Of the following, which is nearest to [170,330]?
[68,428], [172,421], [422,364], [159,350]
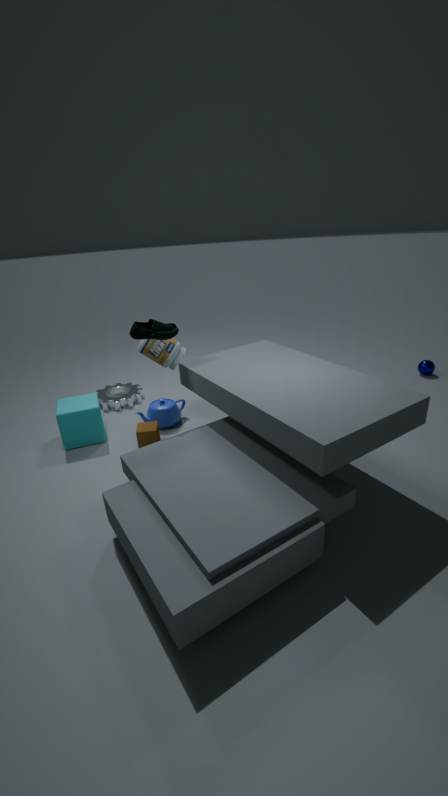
[159,350]
